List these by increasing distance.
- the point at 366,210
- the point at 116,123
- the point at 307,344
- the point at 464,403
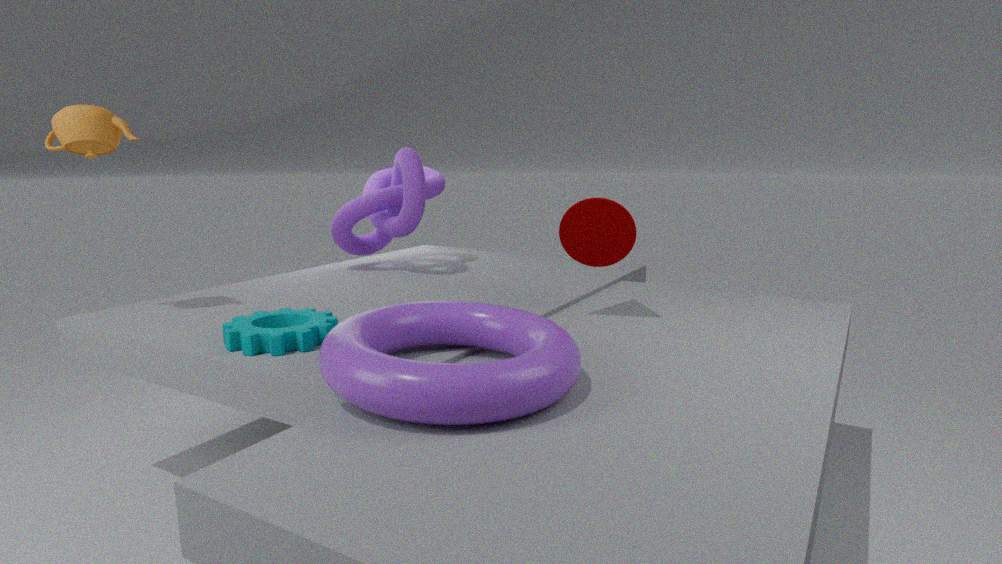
1. the point at 464,403
2. the point at 307,344
3. the point at 116,123
4. the point at 366,210
